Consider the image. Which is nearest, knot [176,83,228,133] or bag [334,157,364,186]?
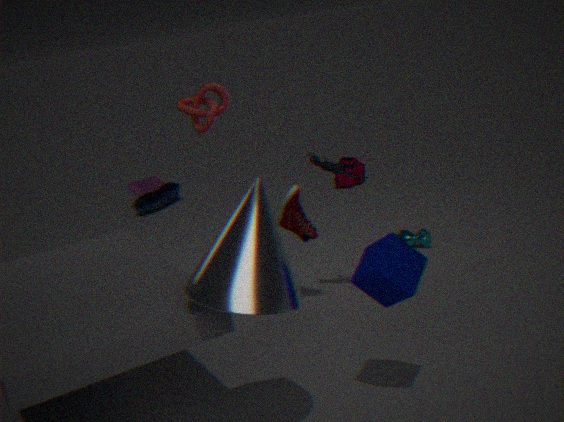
knot [176,83,228,133]
